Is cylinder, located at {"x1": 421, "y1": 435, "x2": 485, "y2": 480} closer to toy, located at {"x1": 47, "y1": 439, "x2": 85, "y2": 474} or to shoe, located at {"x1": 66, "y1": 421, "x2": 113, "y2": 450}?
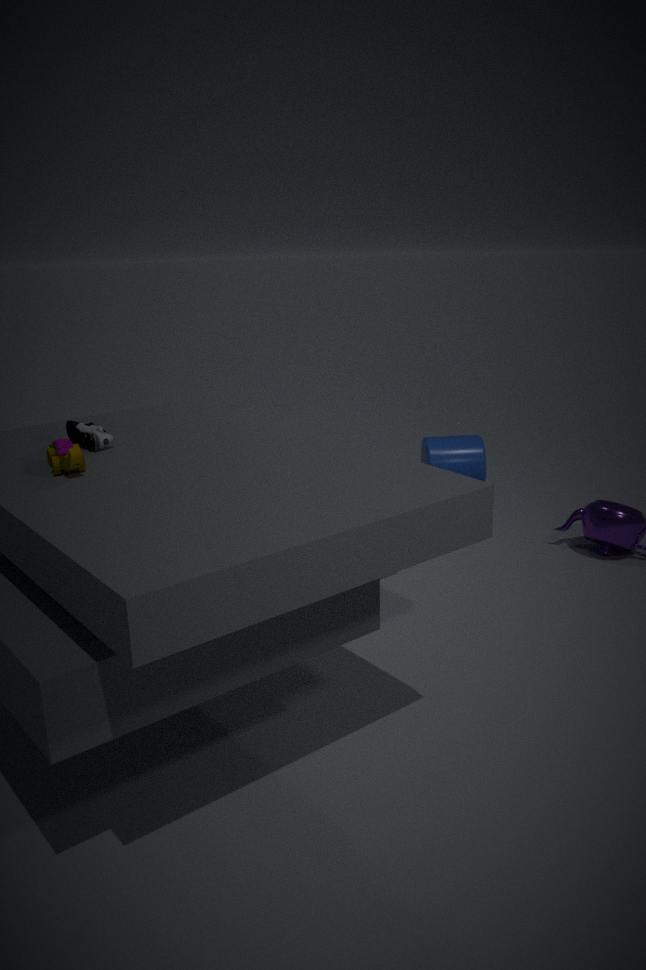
shoe, located at {"x1": 66, "y1": 421, "x2": 113, "y2": 450}
